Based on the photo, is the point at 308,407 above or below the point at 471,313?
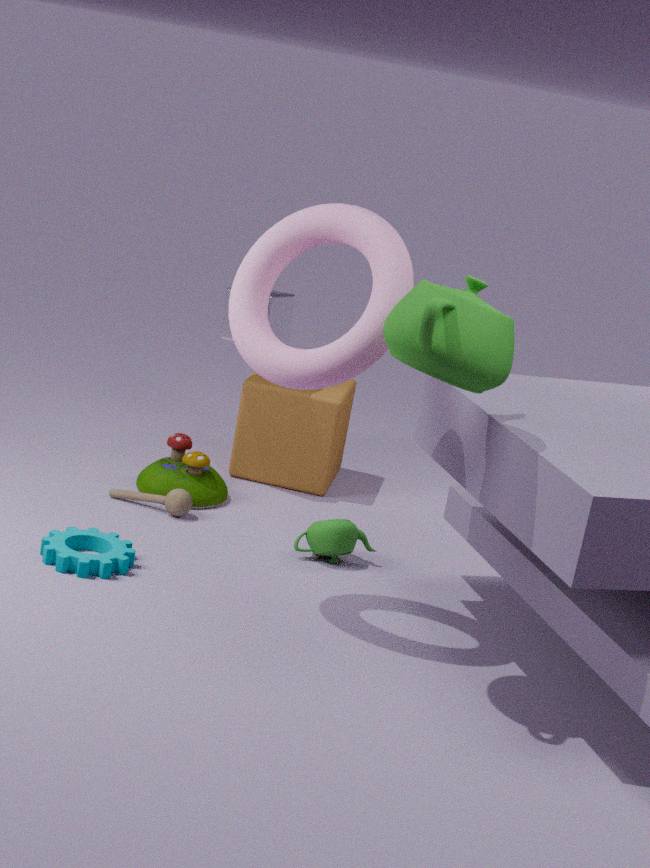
below
